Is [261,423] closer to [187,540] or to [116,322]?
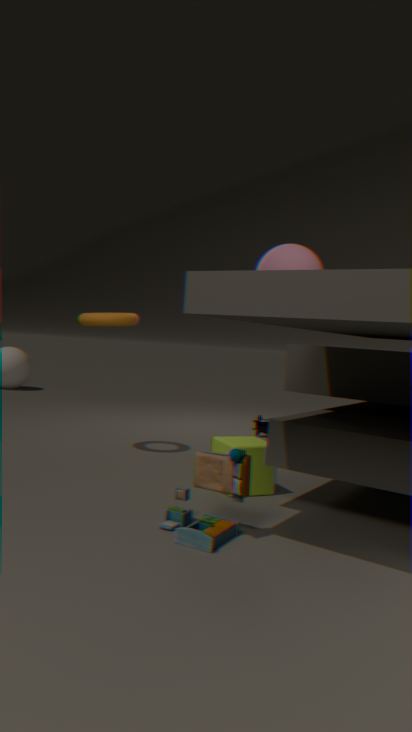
[116,322]
